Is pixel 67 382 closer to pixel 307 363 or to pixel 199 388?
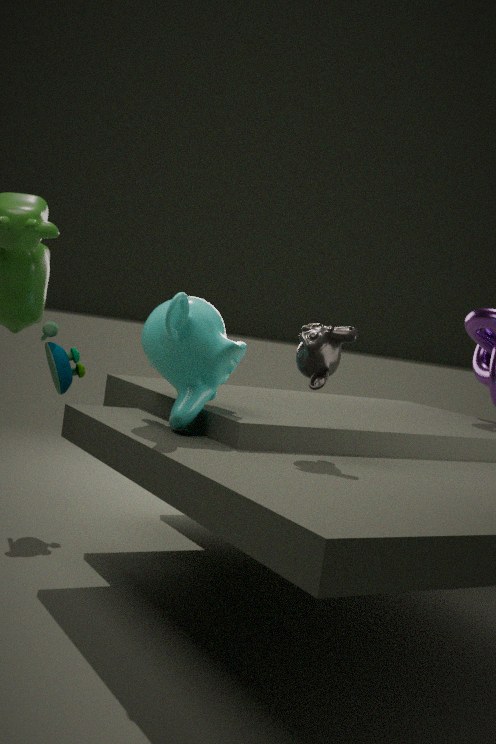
pixel 199 388
